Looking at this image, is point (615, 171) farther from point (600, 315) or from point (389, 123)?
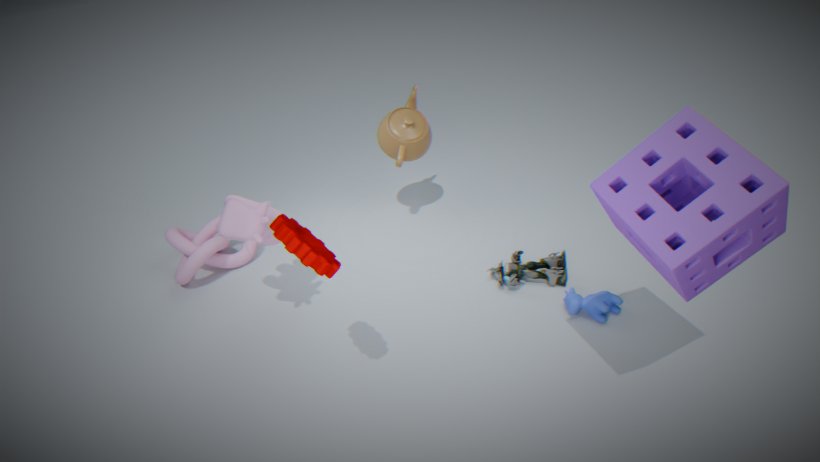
point (389, 123)
